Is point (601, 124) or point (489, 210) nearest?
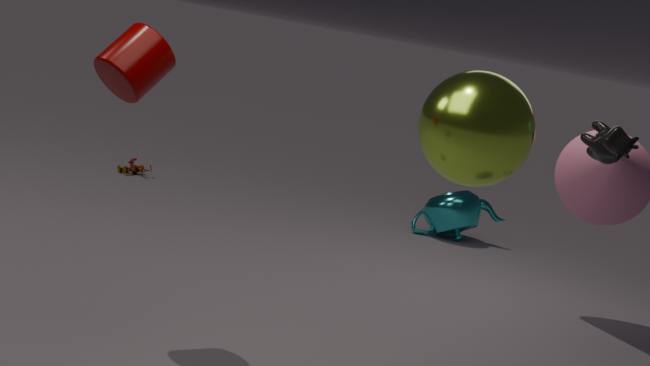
point (601, 124)
